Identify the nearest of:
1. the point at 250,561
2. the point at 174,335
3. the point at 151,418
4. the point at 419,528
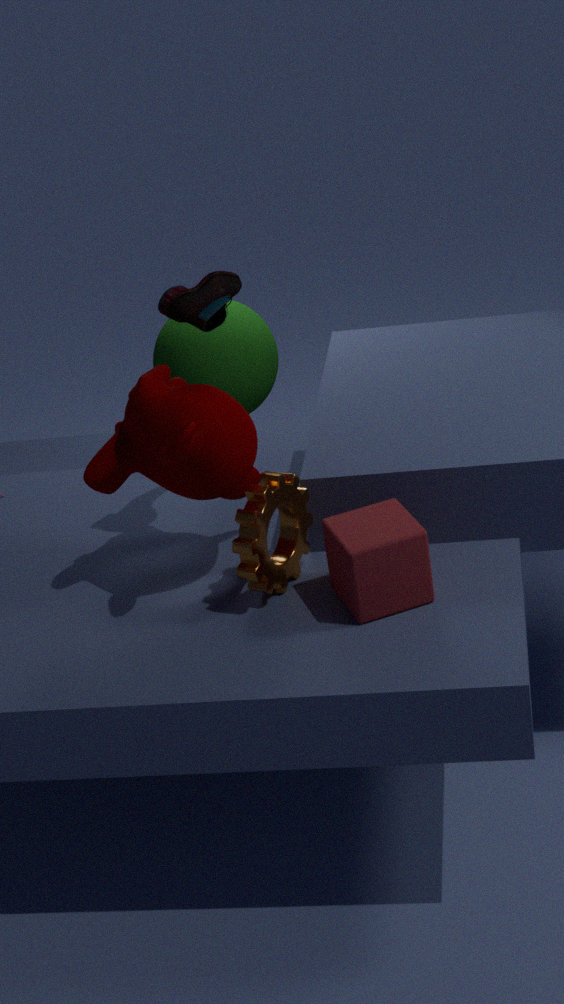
the point at 419,528
